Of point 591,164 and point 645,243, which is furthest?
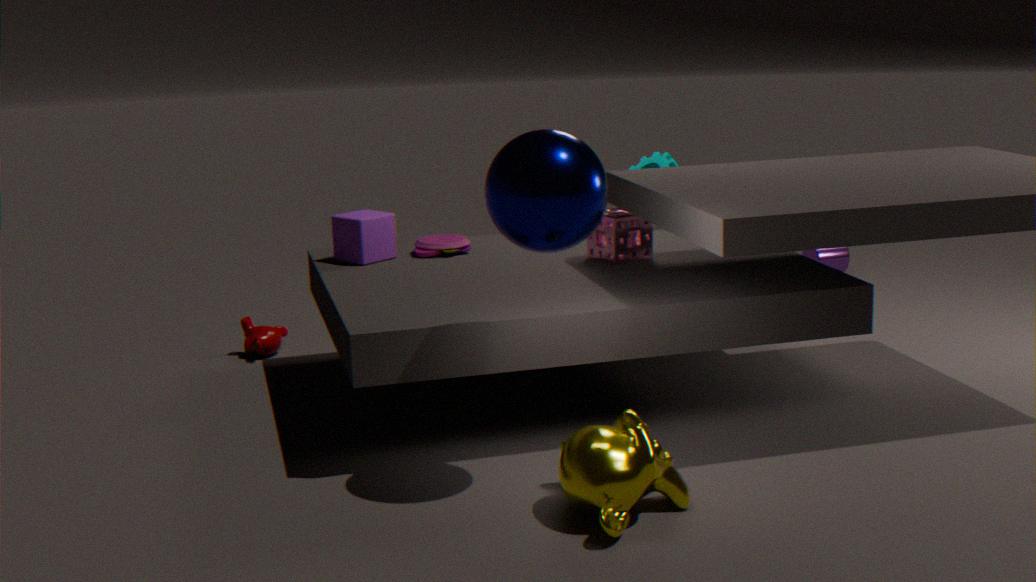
point 645,243
